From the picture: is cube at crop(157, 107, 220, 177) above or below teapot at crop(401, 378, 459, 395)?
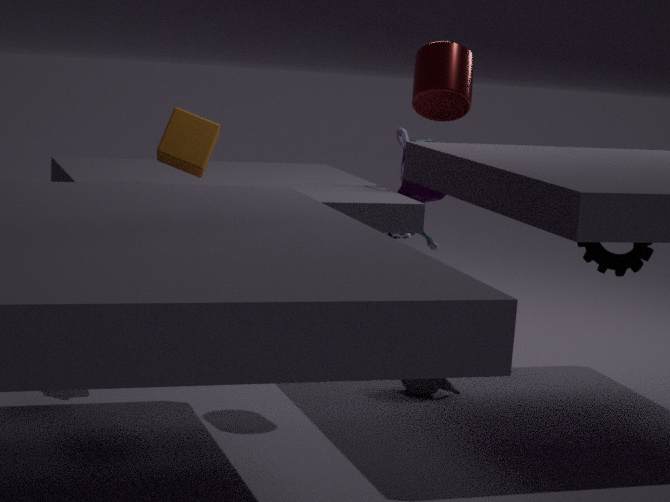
above
